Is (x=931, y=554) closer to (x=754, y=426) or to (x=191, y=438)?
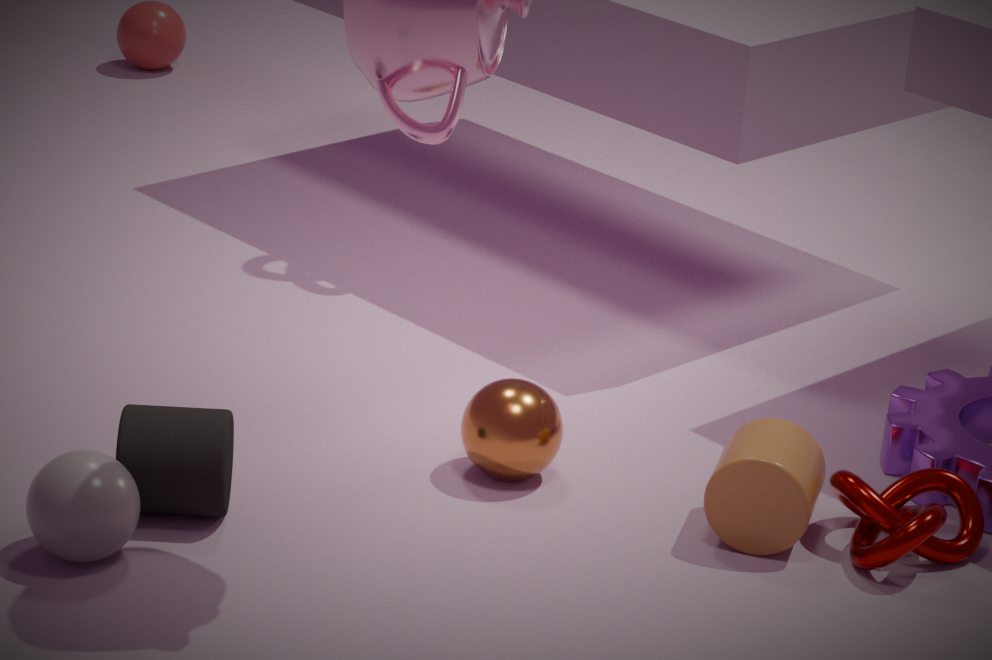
(x=754, y=426)
